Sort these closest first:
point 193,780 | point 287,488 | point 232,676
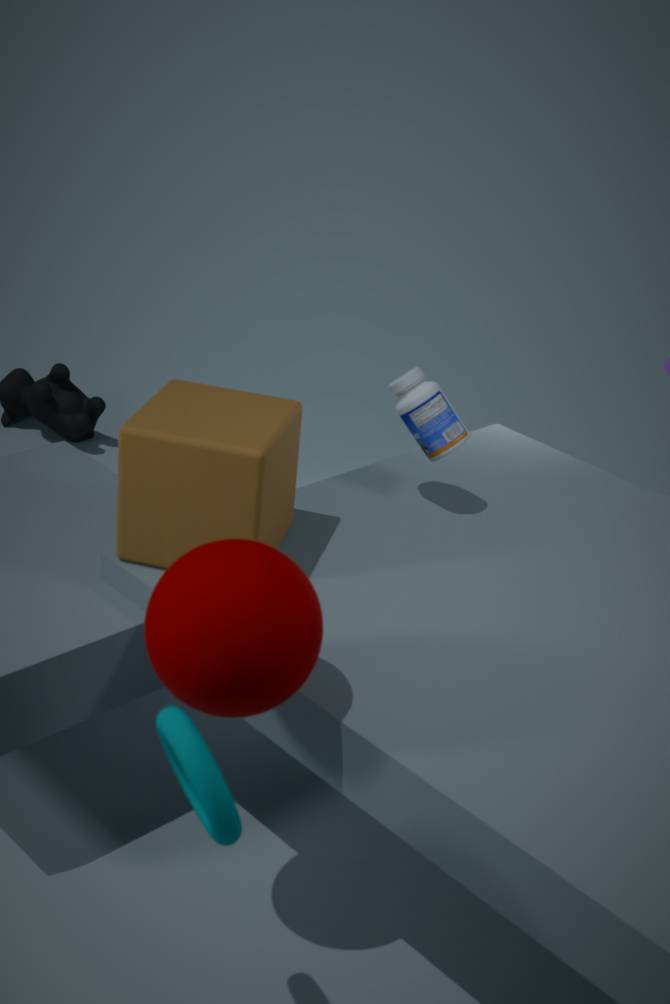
point 193,780 < point 232,676 < point 287,488
